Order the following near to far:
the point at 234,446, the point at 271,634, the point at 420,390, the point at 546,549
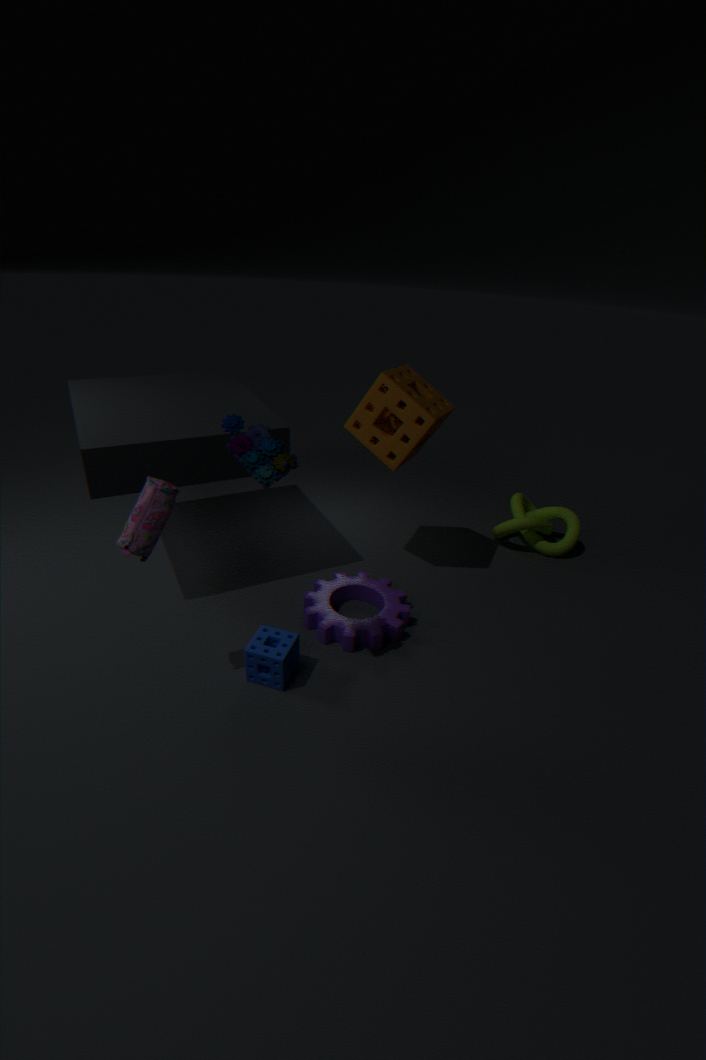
the point at 234,446 → the point at 271,634 → the point at 420,390 → the point at 546,549
